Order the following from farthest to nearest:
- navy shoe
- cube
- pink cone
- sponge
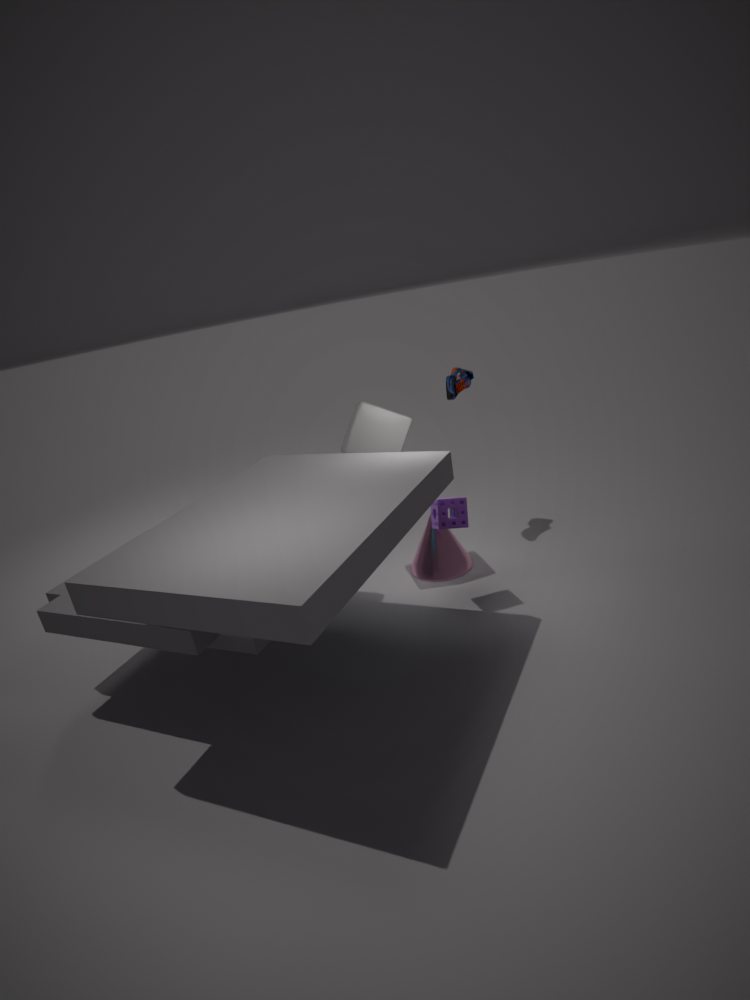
navy shoe, pink cone, cube, sponge
